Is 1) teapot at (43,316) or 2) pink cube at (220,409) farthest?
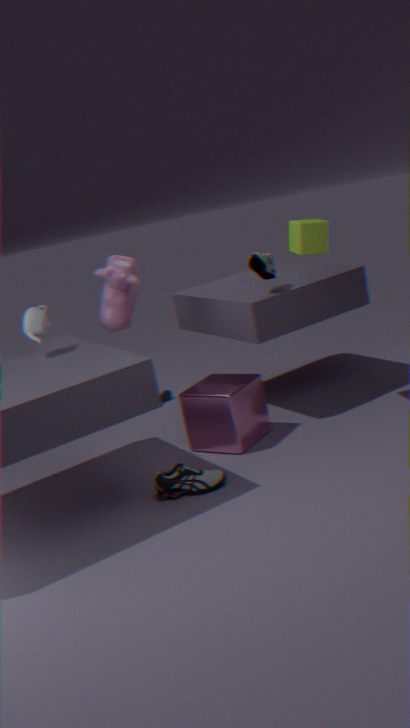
2. pink cube at (220,409)
